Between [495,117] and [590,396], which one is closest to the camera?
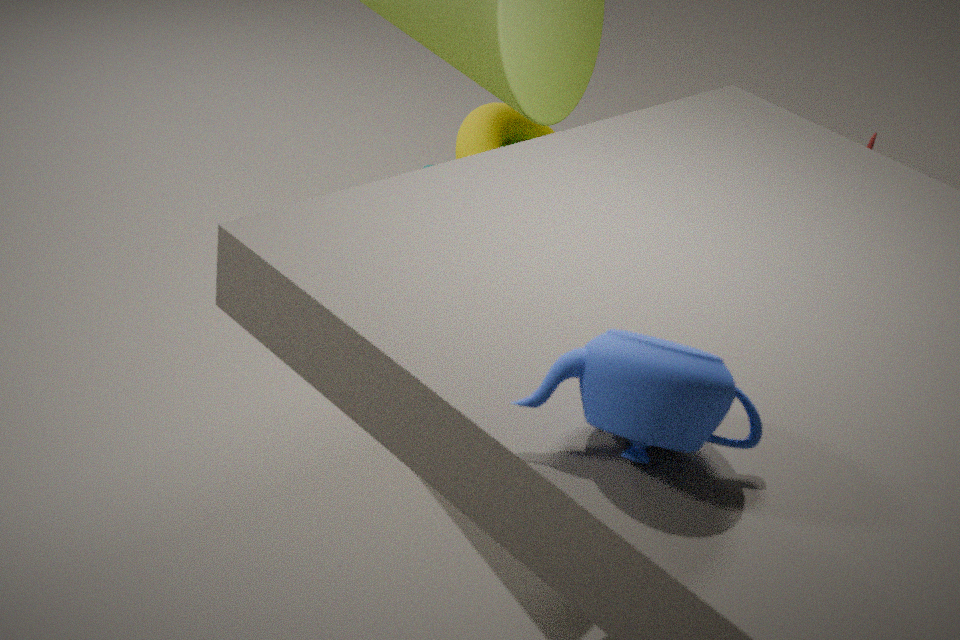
[590,396]
